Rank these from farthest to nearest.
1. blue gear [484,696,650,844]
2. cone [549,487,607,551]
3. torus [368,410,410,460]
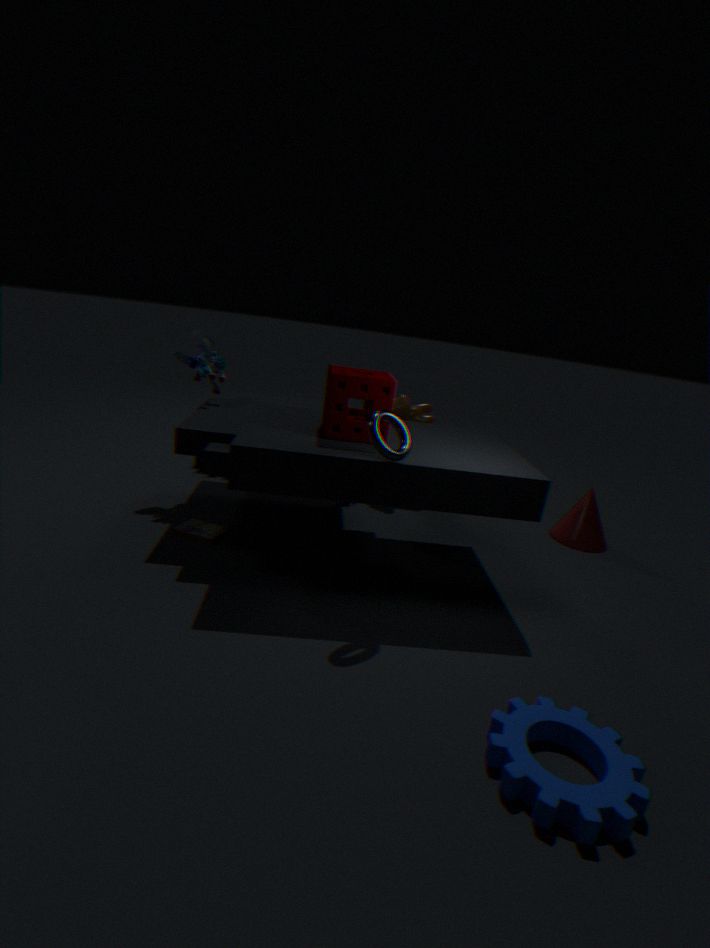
1. cone [549,487,607,551]
2. torus [368,410,410,460]
3. blue gear [484,696,650,844]
